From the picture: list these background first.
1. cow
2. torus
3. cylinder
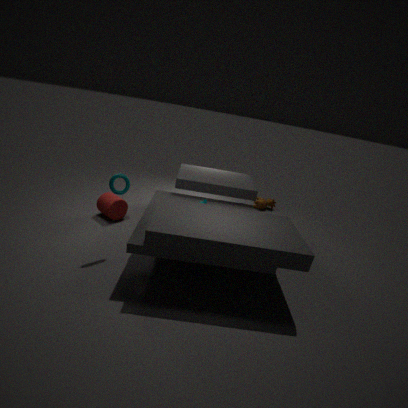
cow
cylinder
torus
